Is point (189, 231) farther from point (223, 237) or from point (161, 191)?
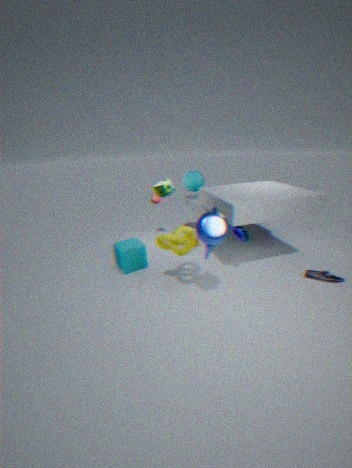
point (161, 191)
